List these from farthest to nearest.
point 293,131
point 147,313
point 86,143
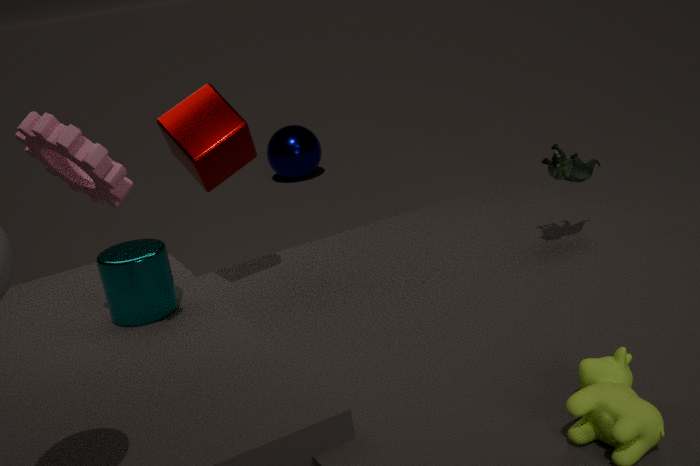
point 293,131 < point 147,313 < point 86,143
